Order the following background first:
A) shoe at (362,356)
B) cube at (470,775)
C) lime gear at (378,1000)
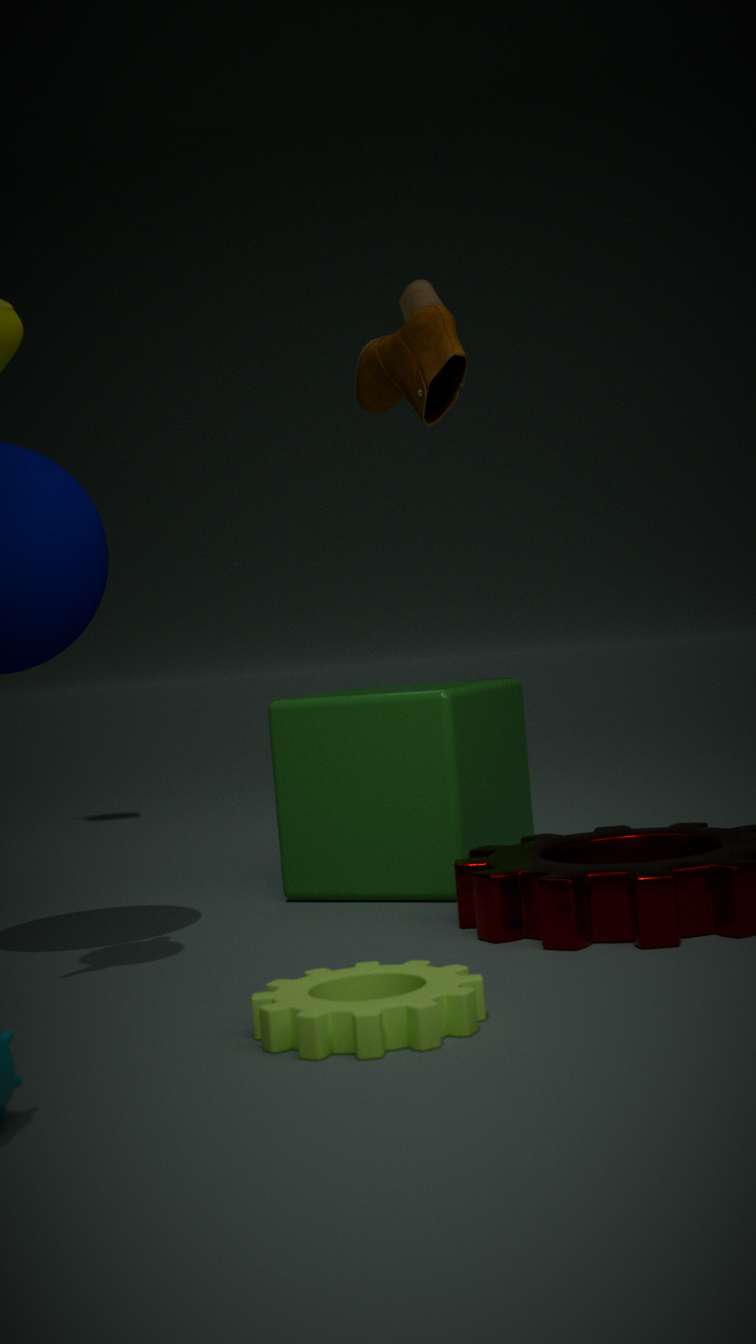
shoe at (362,356)
cube at (470,775)
lime gear at (378,1000)
